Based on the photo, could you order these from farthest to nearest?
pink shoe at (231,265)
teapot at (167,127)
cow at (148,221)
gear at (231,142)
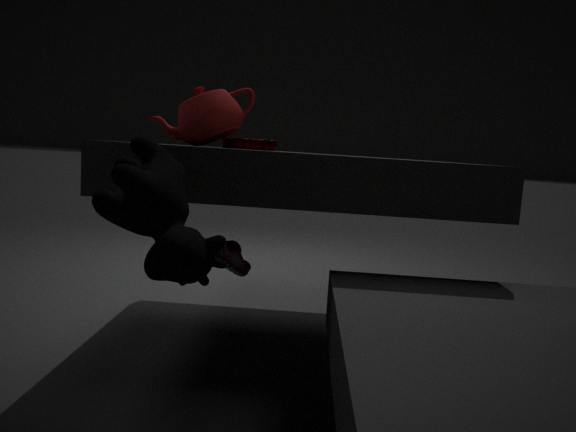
pink shoe at (231,265) → gear at (231,142) → teapot at (167,127) → cow at (148,221)
